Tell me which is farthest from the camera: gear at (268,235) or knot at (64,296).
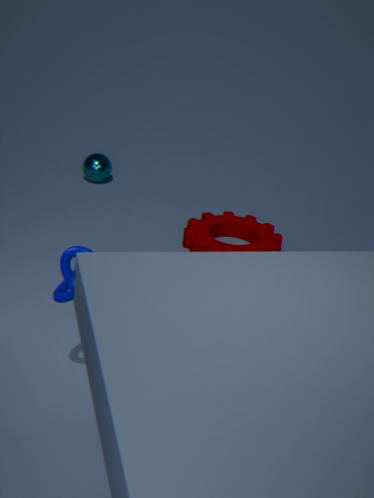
gear at (268,235)
